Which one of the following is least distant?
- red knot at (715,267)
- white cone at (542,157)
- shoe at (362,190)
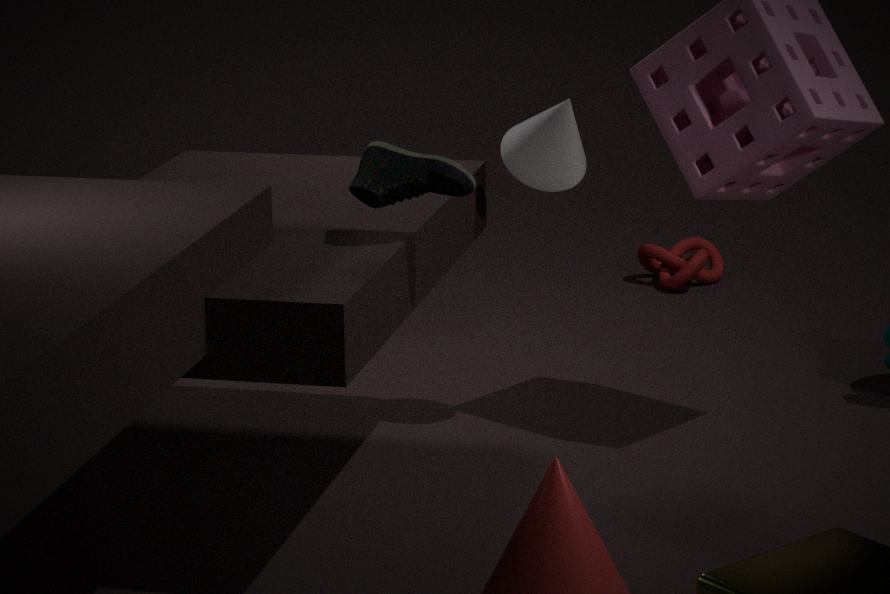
shoe at (362,190)
